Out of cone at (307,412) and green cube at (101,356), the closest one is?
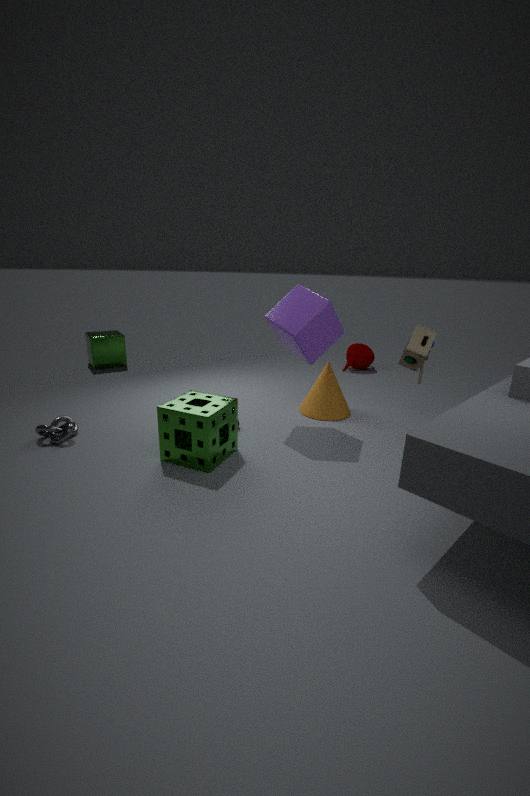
cone at (307,412)
